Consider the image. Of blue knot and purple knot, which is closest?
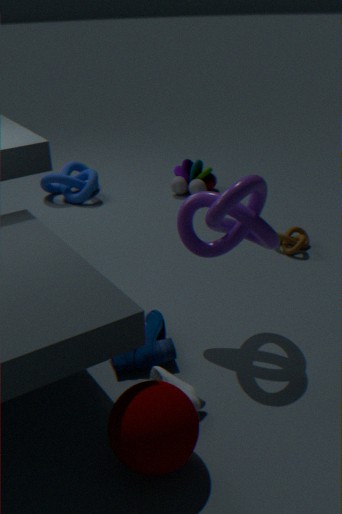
purple knot
